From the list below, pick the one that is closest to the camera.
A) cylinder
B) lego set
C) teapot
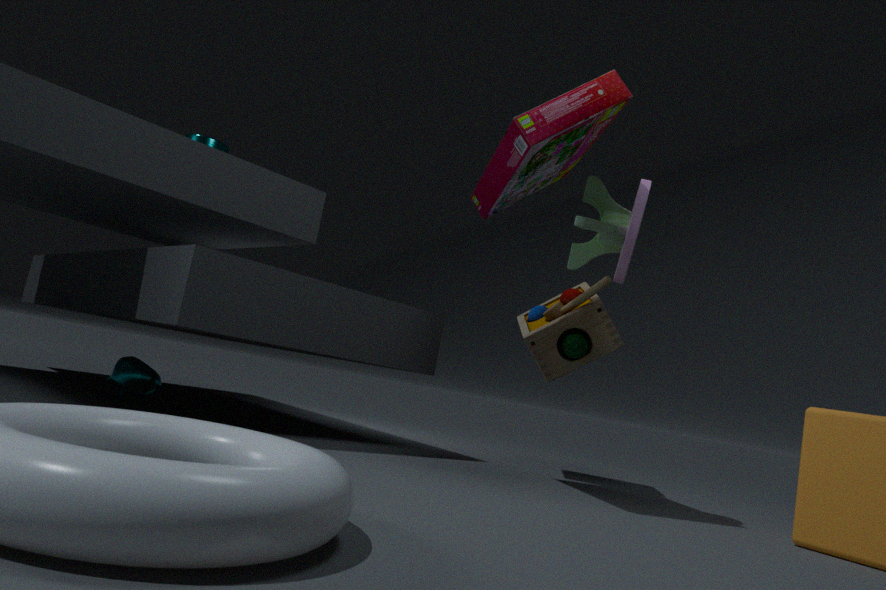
lego set
